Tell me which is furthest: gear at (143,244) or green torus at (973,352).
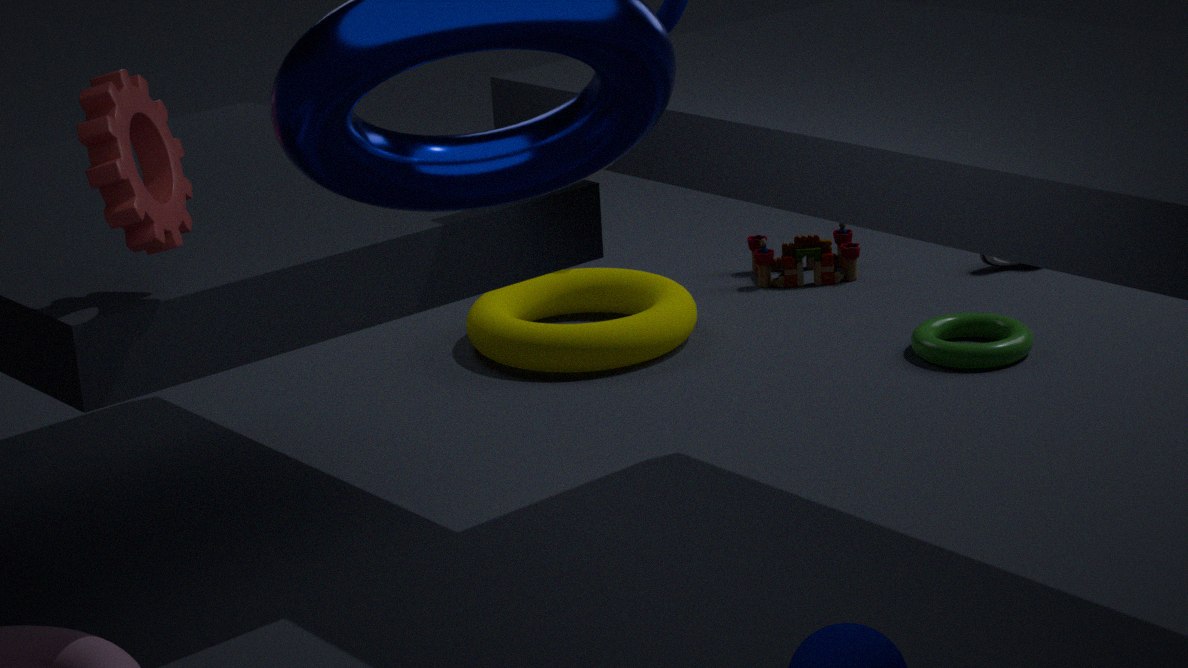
green torus at (973,352)
